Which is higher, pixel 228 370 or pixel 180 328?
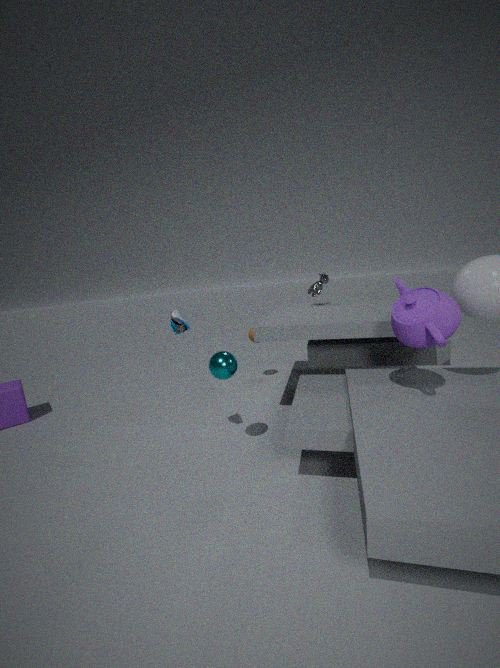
pixel 180 328
